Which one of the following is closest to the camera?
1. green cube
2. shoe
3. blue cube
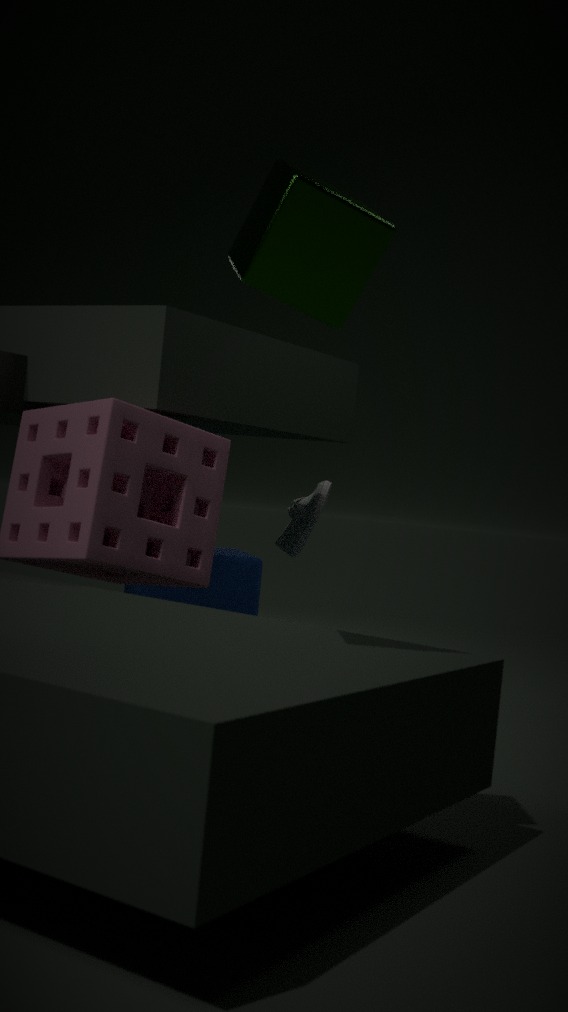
green cube
